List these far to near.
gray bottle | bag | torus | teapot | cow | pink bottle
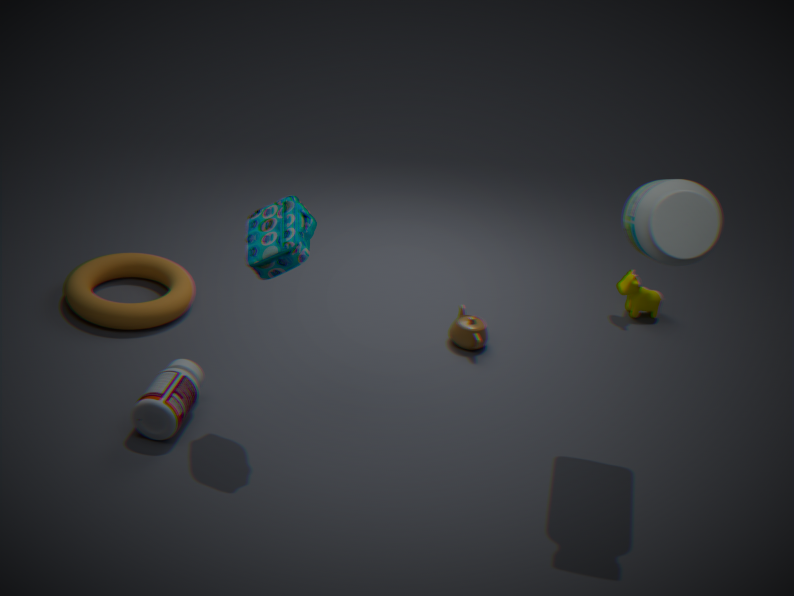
cow → teapot → torus → pink bottle → bag → gray bottle
